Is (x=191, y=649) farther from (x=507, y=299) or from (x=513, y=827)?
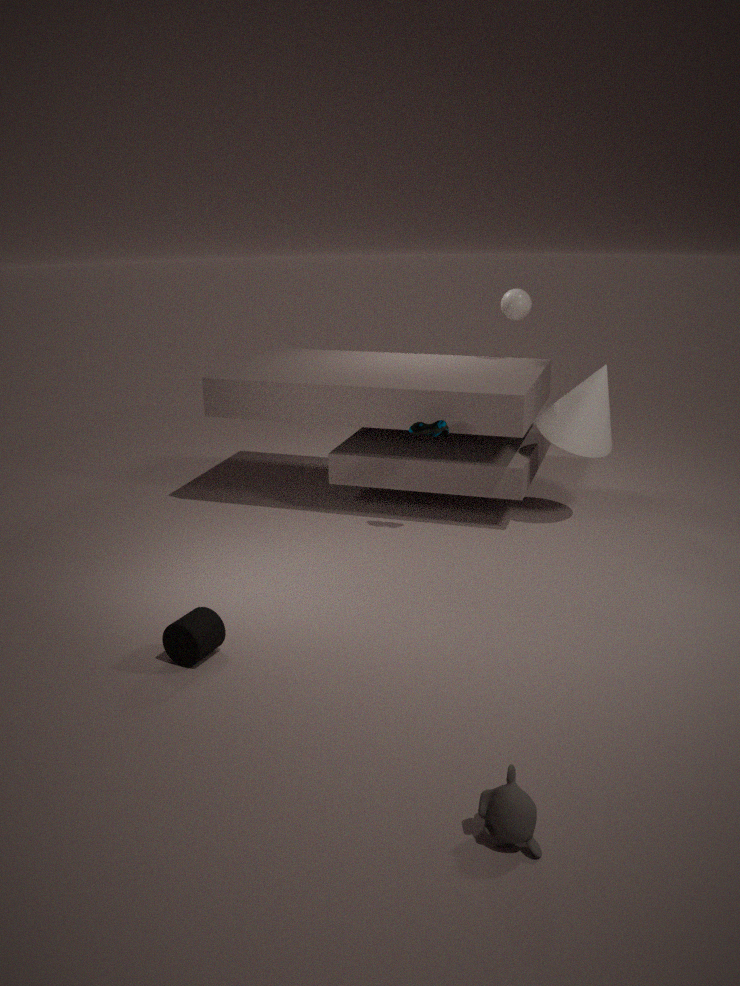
(x=507, y=299)
